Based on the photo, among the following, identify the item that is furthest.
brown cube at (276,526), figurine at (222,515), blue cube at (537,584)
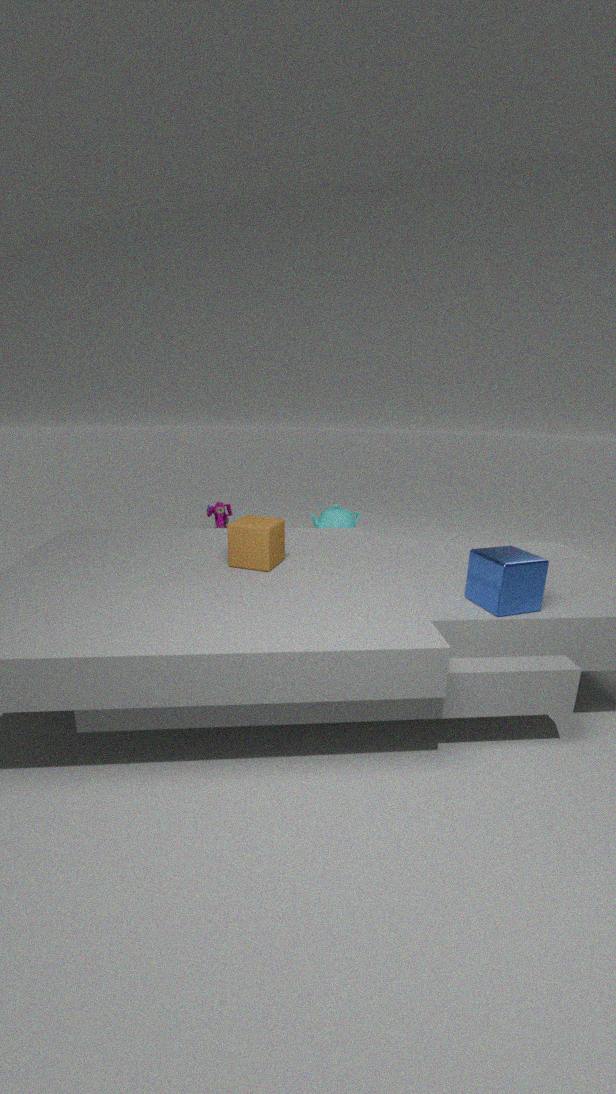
figurine at (222,515)
